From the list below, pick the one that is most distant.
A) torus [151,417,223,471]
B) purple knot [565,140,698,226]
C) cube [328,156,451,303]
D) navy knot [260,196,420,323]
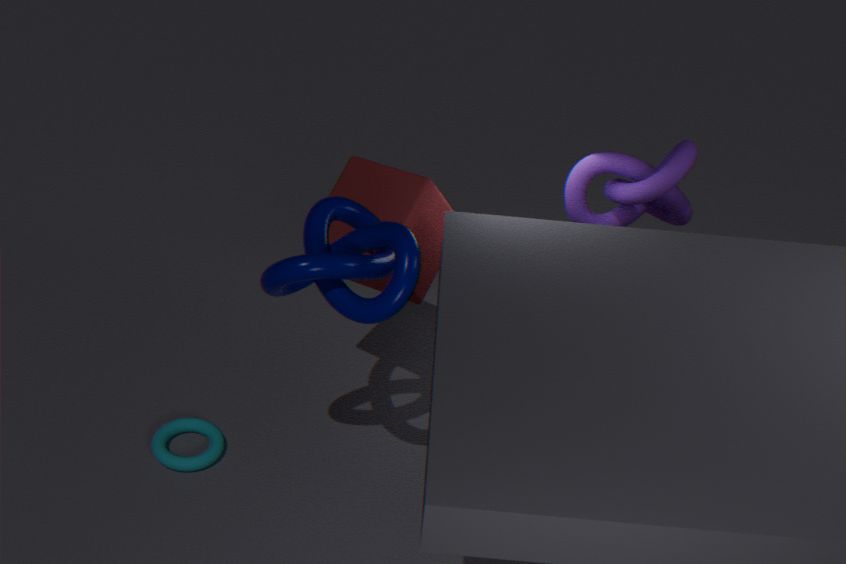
torus [151,417,223,471]
